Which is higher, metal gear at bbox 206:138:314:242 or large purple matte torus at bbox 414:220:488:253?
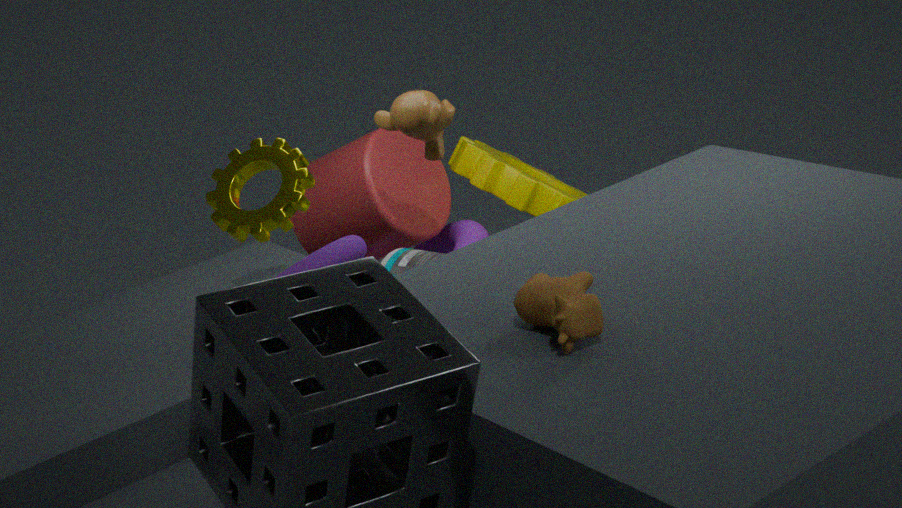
metal gear at bbox 206:138:314:242
